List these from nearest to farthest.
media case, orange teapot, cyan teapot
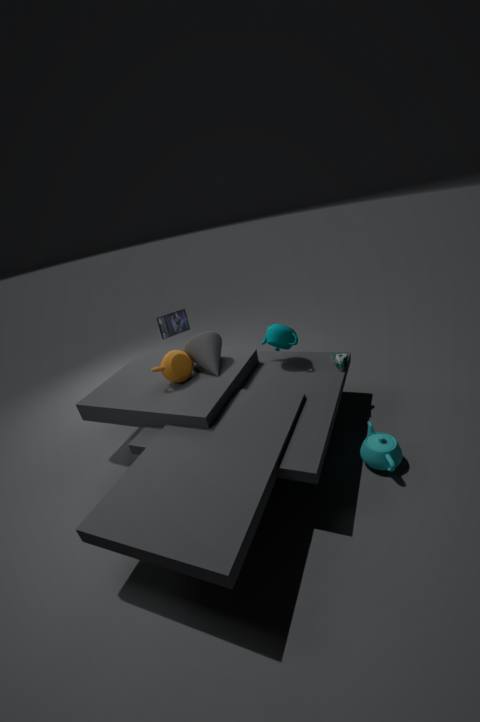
cyan teapot, orange teapot, media case
